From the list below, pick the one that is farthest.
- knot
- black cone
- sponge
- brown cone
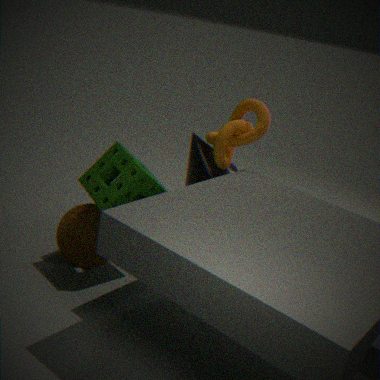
black cone
